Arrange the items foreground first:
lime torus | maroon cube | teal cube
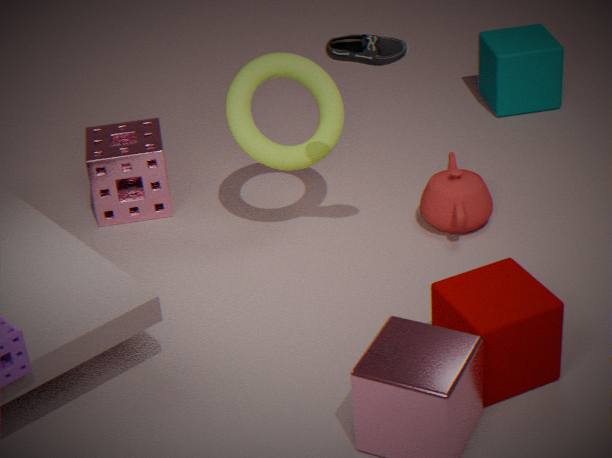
maroon cube < lime torus < teal cube
